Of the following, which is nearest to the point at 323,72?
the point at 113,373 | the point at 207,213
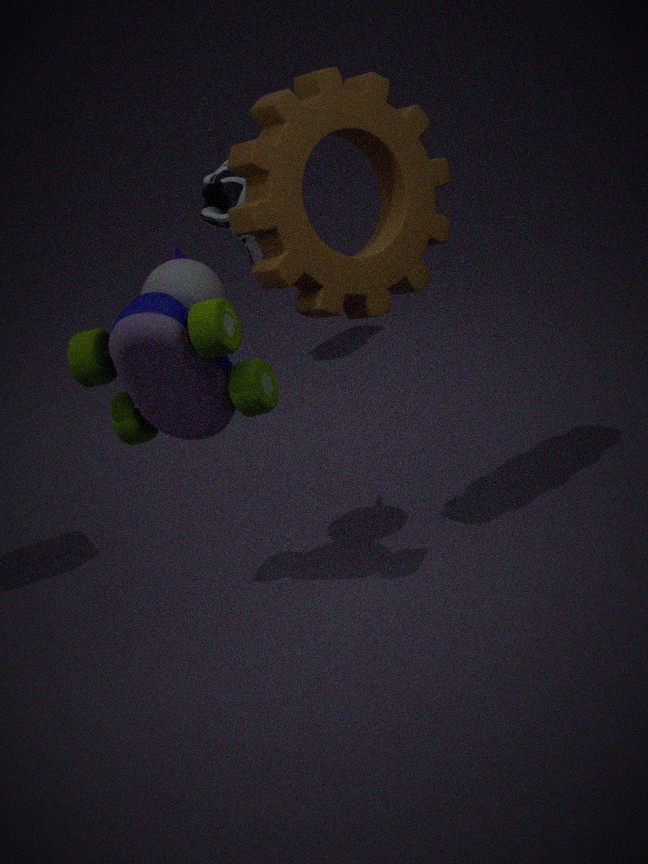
the point at 113,373
